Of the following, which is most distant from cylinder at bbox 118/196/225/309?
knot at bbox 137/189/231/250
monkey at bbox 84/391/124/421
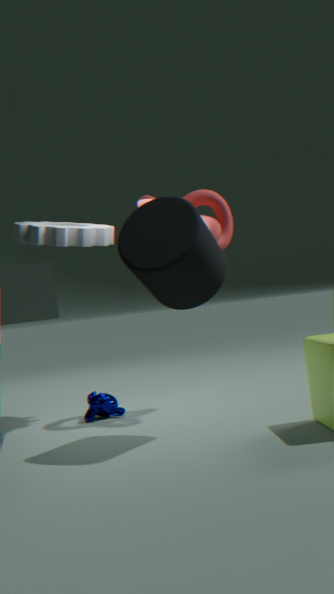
monkey at bbox 84/391/124/421
